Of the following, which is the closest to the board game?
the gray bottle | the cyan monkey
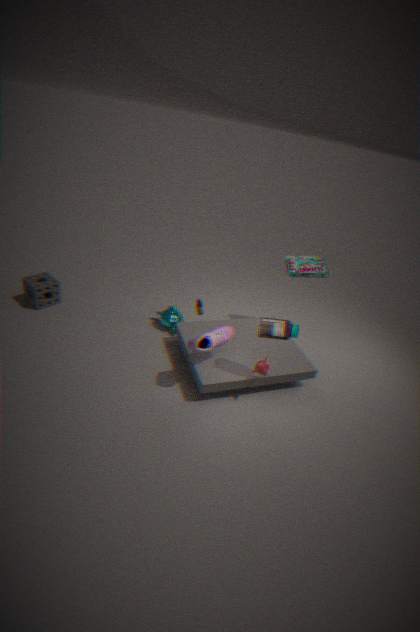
the gray bottle
